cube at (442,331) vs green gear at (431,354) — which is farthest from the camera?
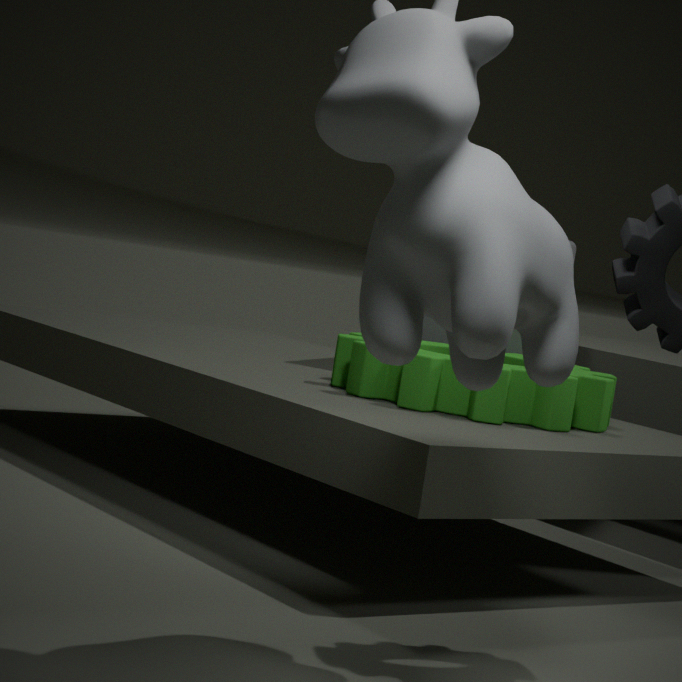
cube at (442,331)
